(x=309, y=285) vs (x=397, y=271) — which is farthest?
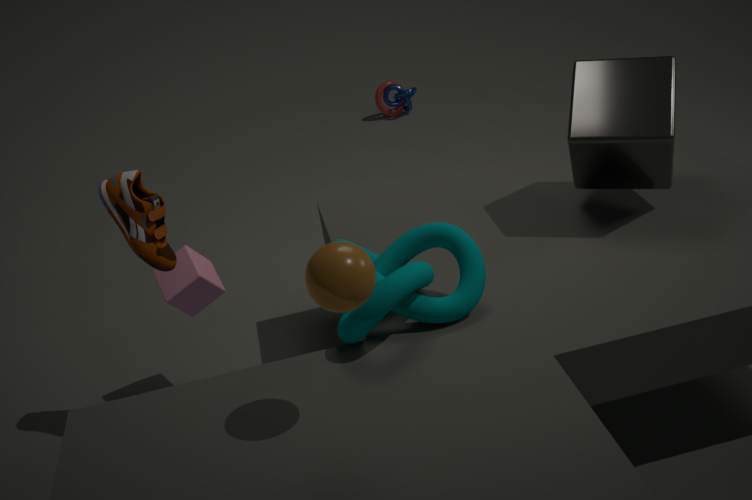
(x=397, y=271)
